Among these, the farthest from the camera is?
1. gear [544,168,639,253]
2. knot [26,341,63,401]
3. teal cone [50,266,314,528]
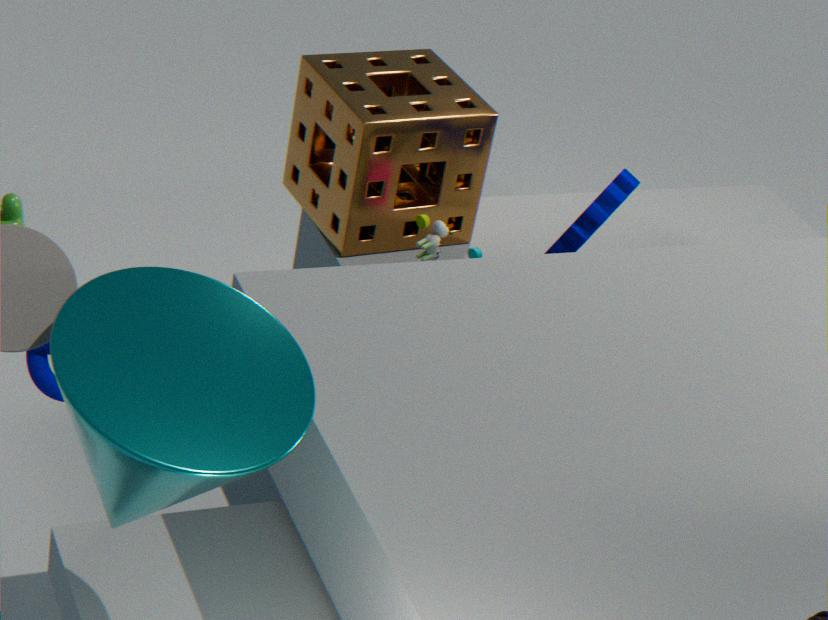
gear [544,168,639,253]
